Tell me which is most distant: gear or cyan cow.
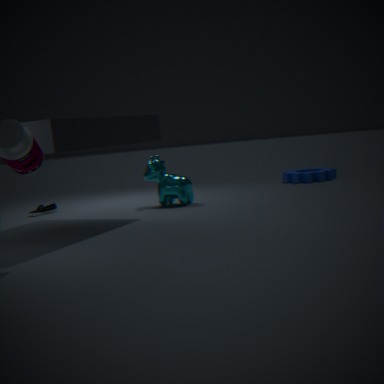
gear
